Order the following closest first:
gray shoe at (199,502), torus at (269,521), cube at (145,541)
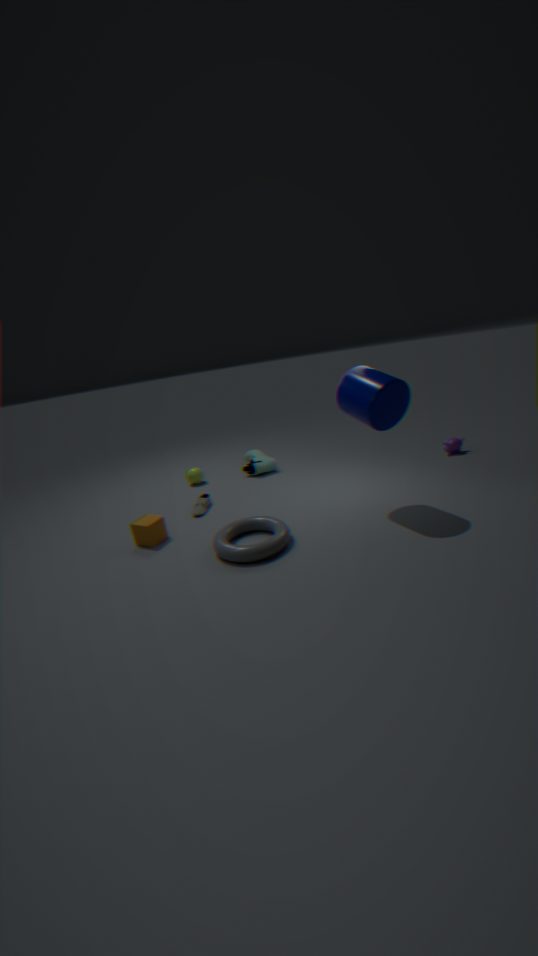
torus at (269,521) → cube at (145,541) → gray shoe at (199,502)
